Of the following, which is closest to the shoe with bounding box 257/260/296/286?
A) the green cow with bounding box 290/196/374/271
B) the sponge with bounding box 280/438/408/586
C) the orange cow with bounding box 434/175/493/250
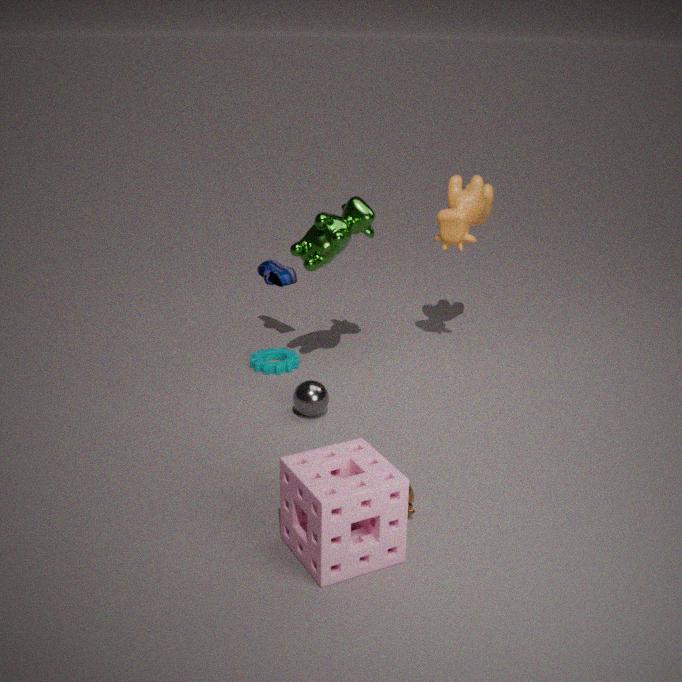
the green cow with bounding box 290/196/374/271
